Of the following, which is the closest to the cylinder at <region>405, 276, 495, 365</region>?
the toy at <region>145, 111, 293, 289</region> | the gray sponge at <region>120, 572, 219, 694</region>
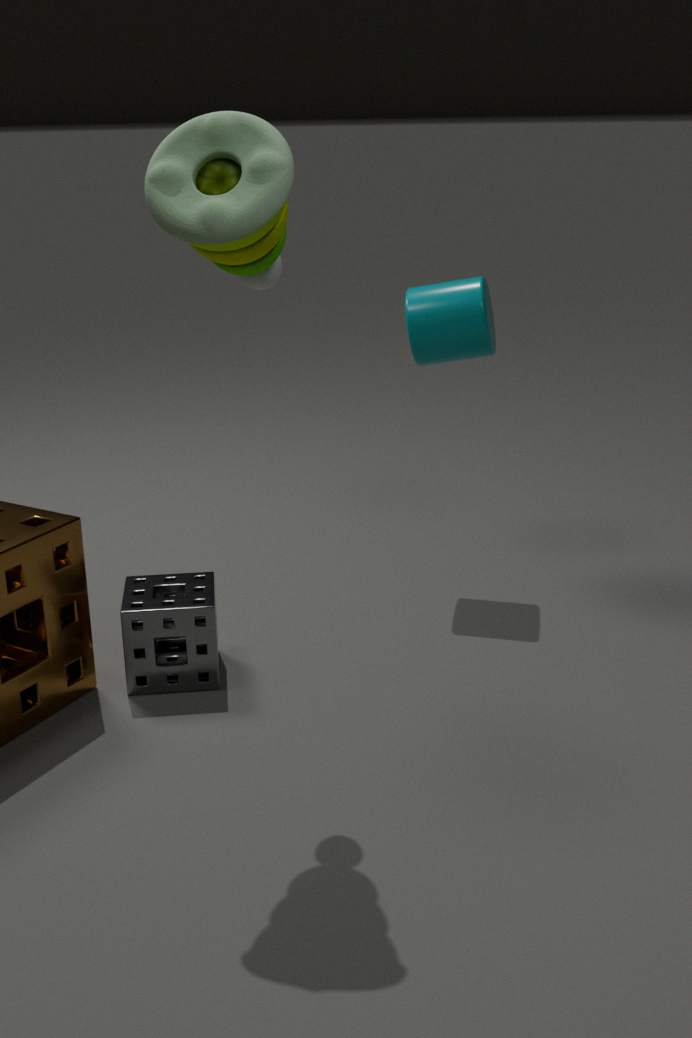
the gray sponge at <region>120, 572, 219, 694</region>
